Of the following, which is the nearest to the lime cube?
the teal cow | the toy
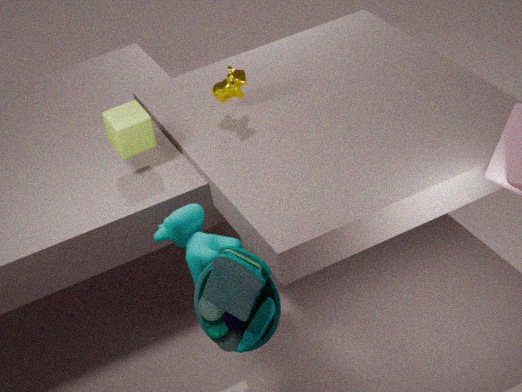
the teal cow
